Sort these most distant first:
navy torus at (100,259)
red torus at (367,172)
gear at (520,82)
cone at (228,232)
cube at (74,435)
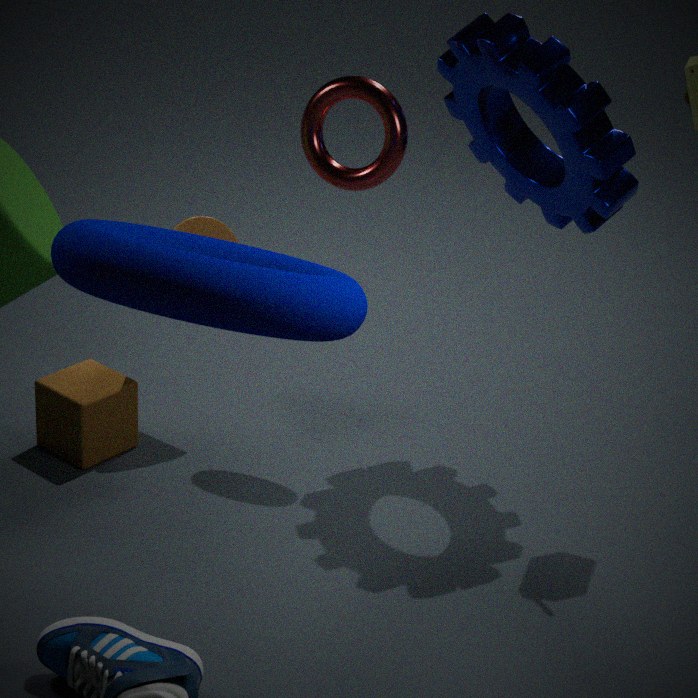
cone at (228,232), cube at (74,435), red torus at (367,172), gear at (520,82), navy torus at (100,259)
